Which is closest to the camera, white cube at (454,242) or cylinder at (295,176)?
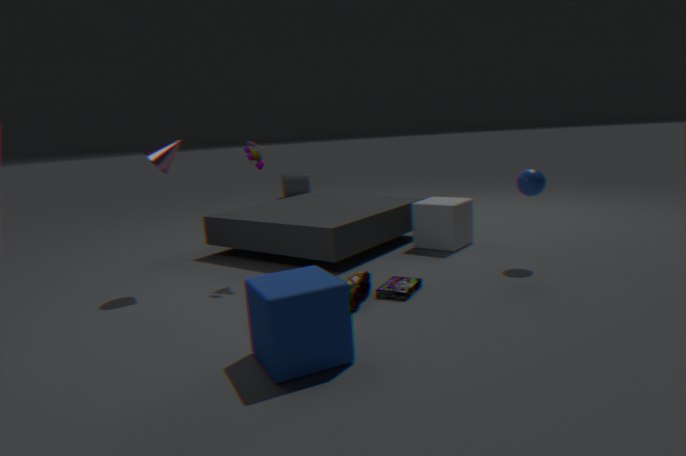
white cube at (454,242)
